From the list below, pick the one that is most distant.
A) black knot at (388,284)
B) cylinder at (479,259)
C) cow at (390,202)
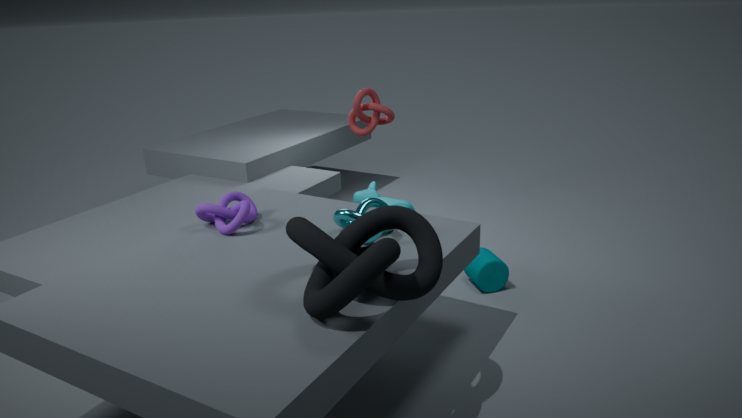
cow at (390,202)
